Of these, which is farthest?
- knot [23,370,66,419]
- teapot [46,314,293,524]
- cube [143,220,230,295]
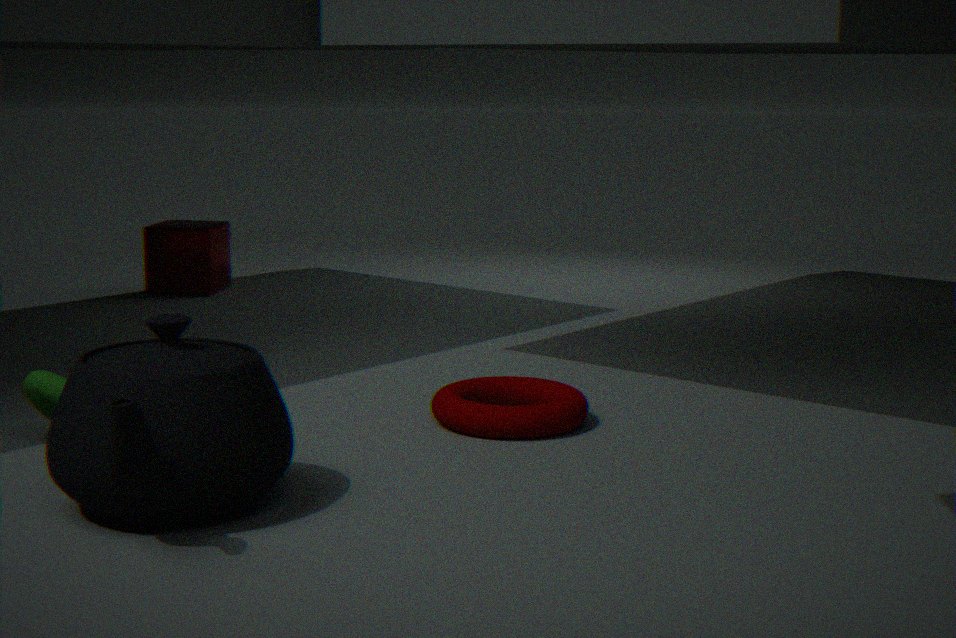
cube [143,220,230,295]
